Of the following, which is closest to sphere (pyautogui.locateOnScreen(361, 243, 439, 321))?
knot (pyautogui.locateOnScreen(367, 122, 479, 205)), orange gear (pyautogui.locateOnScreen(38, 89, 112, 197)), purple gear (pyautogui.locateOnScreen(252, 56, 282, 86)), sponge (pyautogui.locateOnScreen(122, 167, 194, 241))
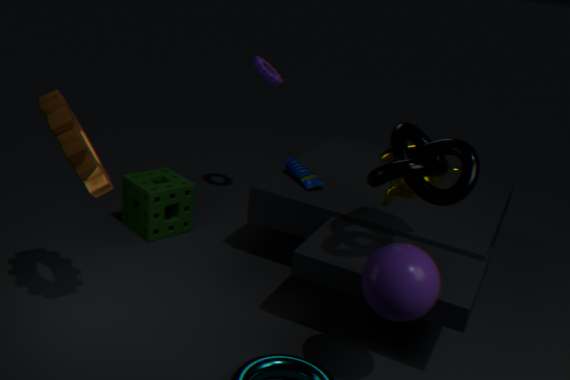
knot (pyautogui.locateOnScreen(367, 122, 479, 205))
